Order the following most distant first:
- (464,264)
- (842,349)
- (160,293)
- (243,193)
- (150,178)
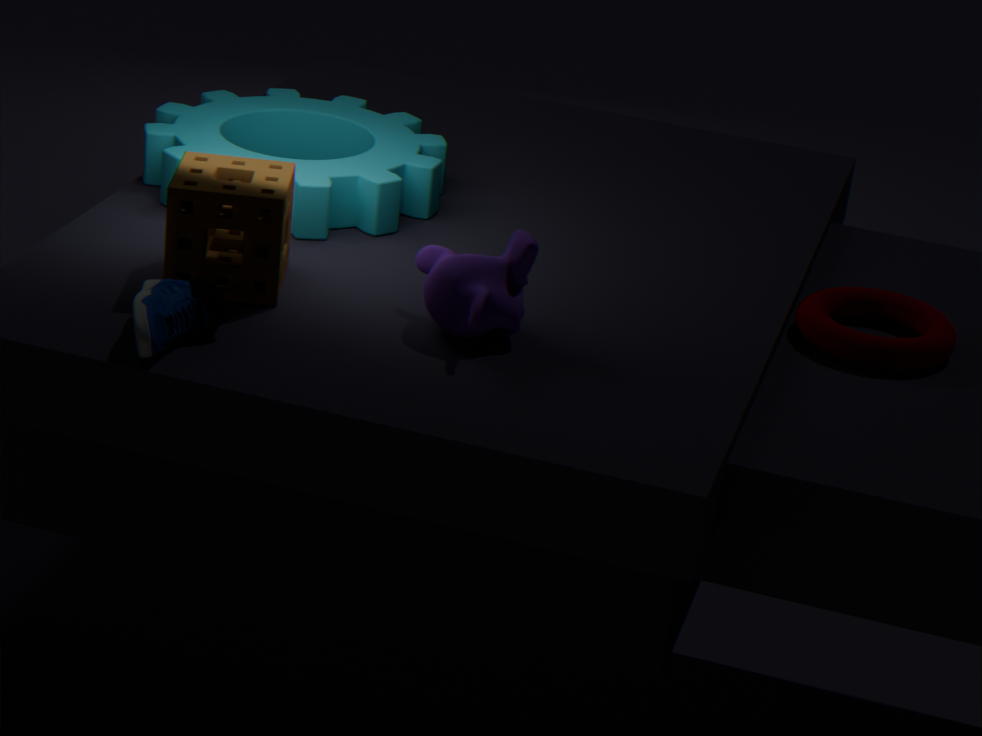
(150,178) < (842,349) < (243,193) < (464,264) < (160,293)
